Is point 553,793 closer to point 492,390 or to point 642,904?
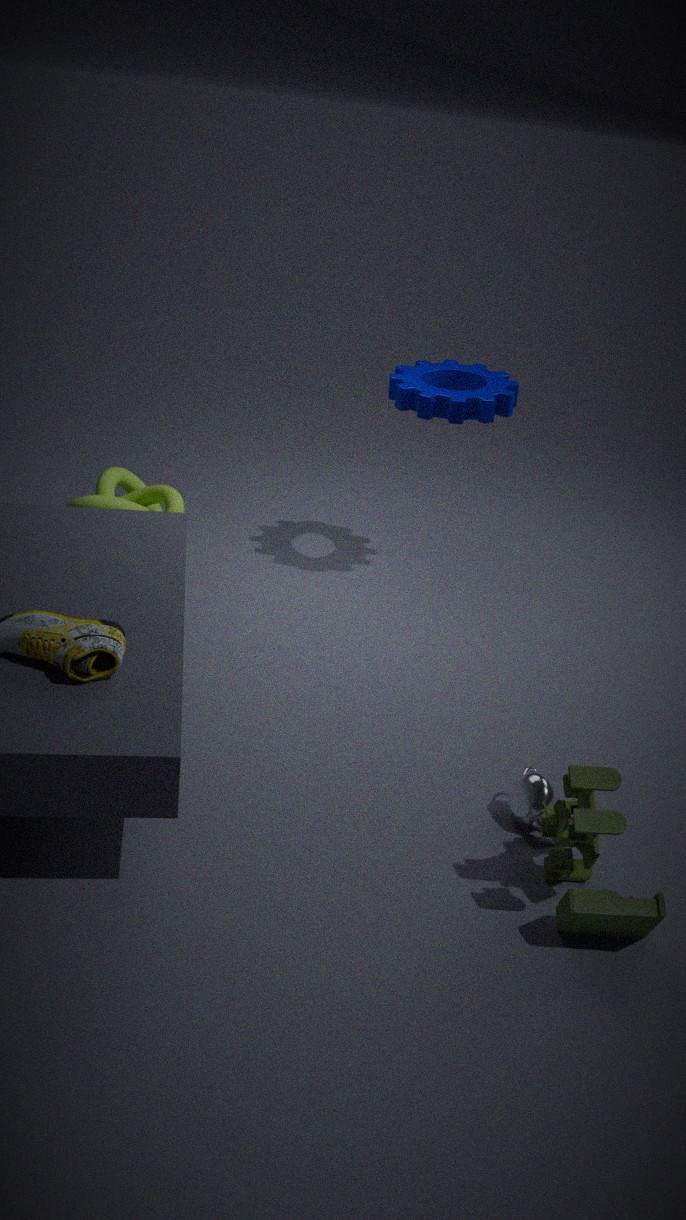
point 642,904
